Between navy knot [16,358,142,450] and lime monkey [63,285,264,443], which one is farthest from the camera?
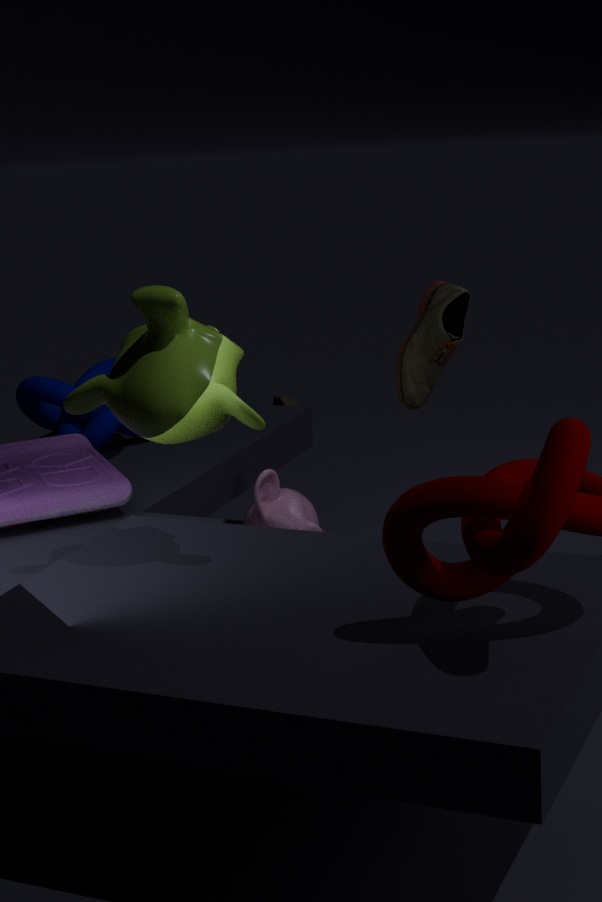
navy knot [16,358,142,450]
